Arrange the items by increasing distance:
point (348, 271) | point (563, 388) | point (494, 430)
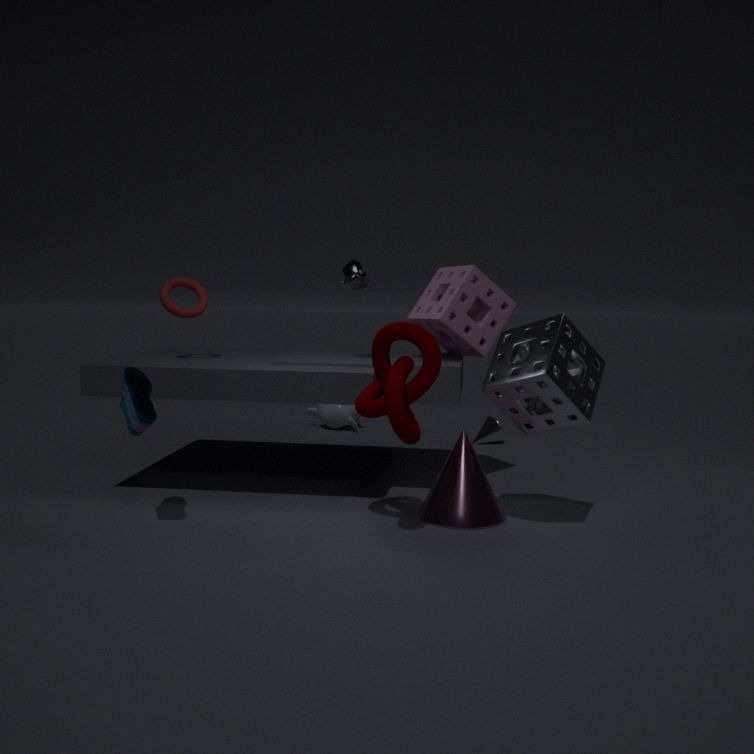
point (563, 388)
point (348, 271)
point (494, 430)
